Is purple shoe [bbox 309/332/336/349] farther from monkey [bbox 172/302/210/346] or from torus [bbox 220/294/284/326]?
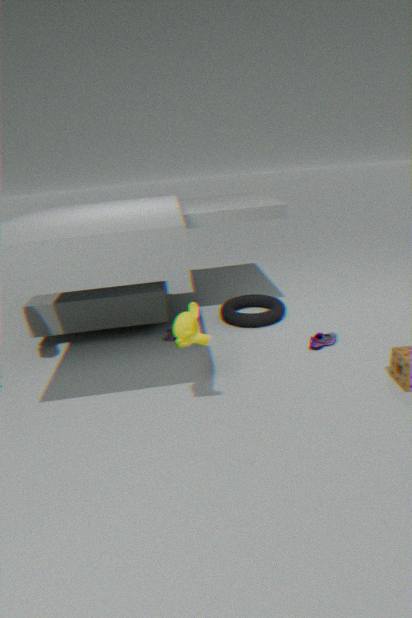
monkey [bbox 172/302/210/346]
